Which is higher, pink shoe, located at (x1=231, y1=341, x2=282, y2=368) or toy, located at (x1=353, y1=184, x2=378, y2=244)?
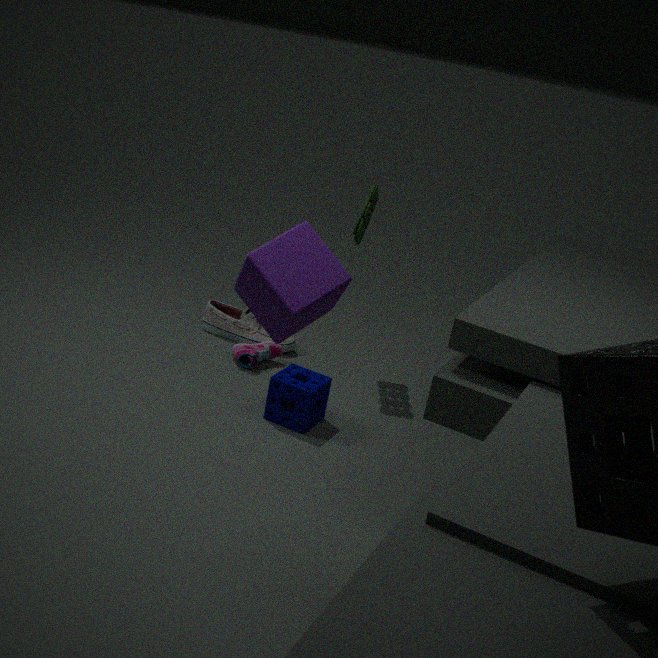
toy, located at (x1=353, y1=184, x2=378, y2=244)
